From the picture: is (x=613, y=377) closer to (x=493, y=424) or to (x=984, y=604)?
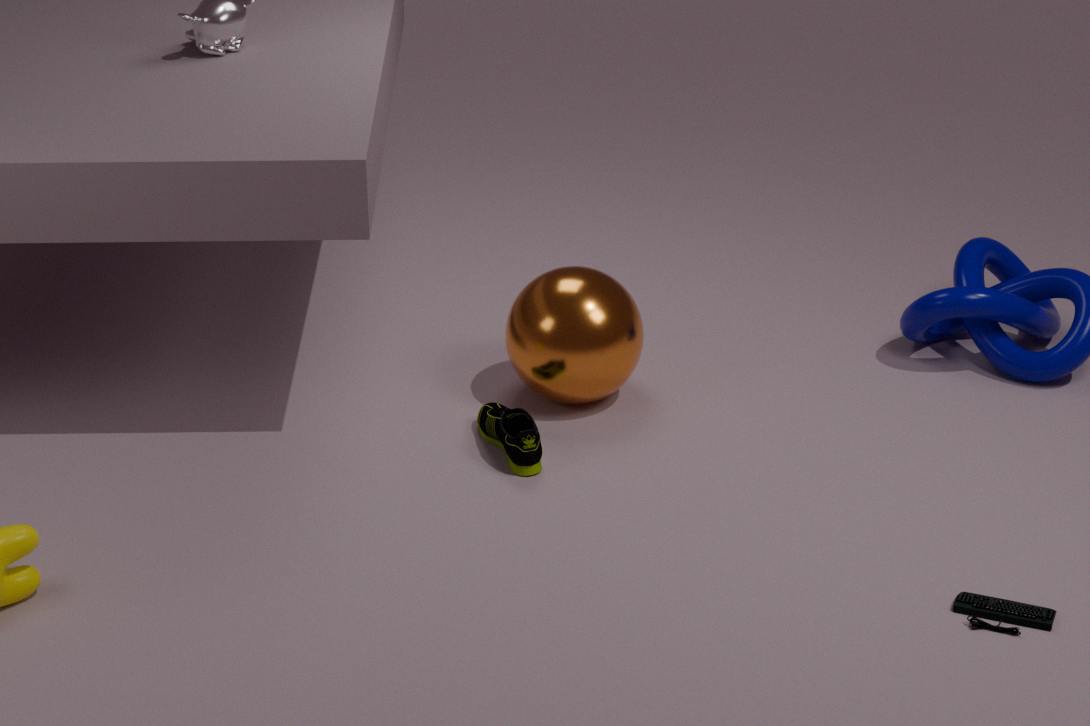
(x=493, y=424)
